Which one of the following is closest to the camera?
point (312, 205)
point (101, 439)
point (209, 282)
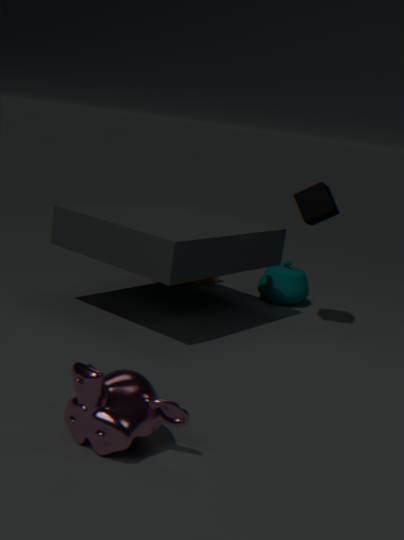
point (101, 439)
